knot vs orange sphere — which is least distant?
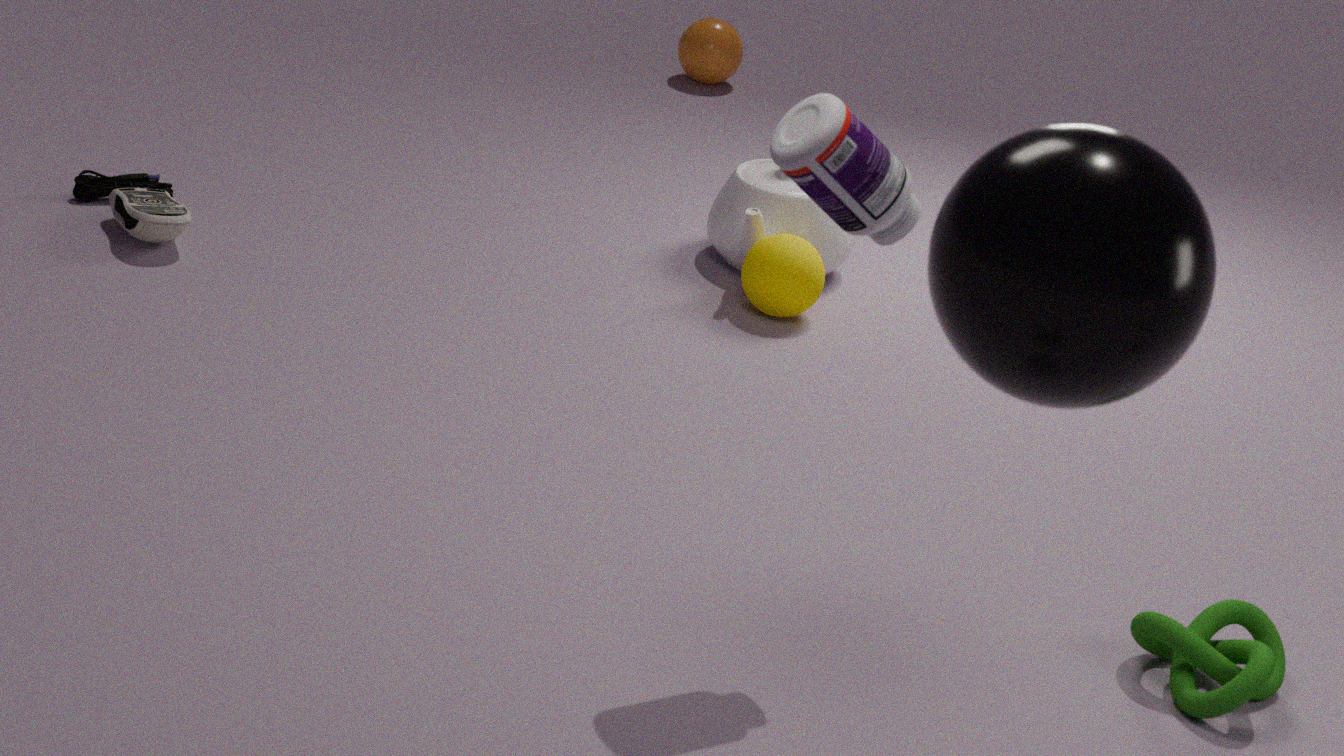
knot
